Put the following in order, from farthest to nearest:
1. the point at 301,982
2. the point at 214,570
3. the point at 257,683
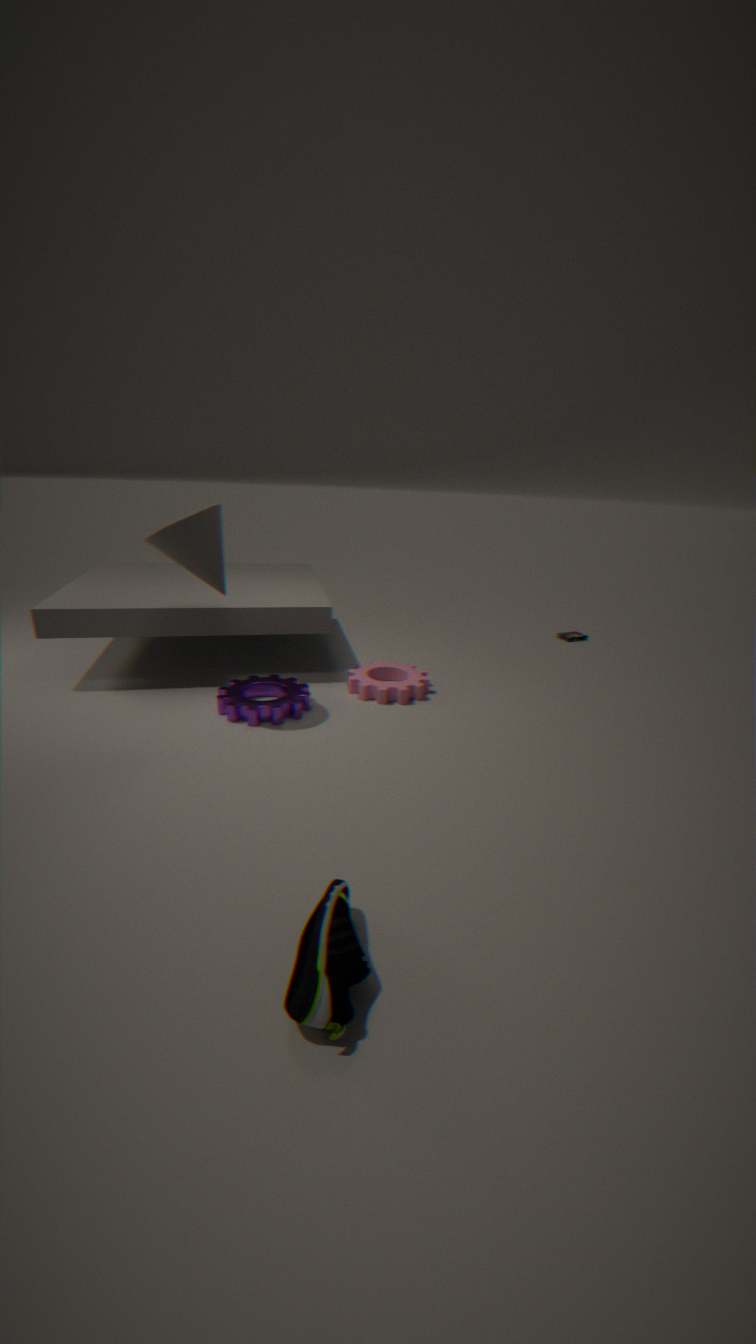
the point at 257,683 → the point at 214,570 → the point at 301,982
